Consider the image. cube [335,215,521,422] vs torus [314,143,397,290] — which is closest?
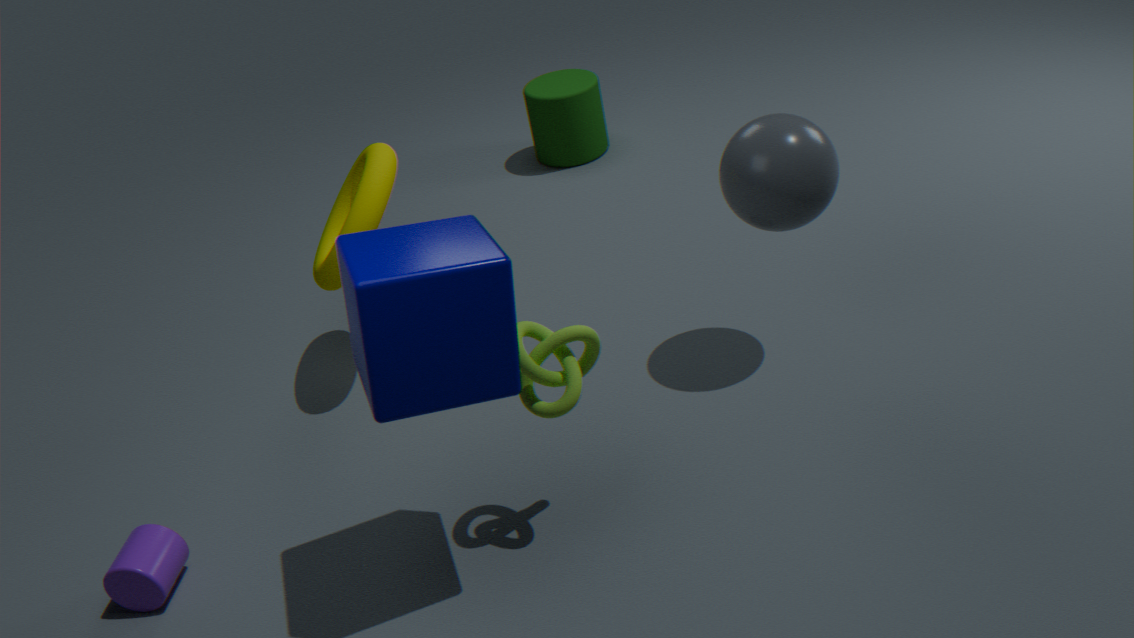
cube [335,215,521,422]
